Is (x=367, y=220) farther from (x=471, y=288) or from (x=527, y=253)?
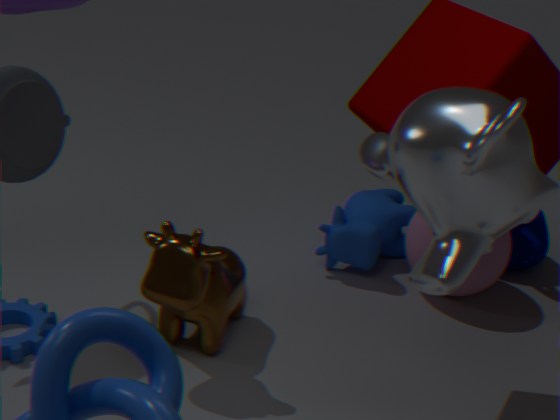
(x=527, y=253)
